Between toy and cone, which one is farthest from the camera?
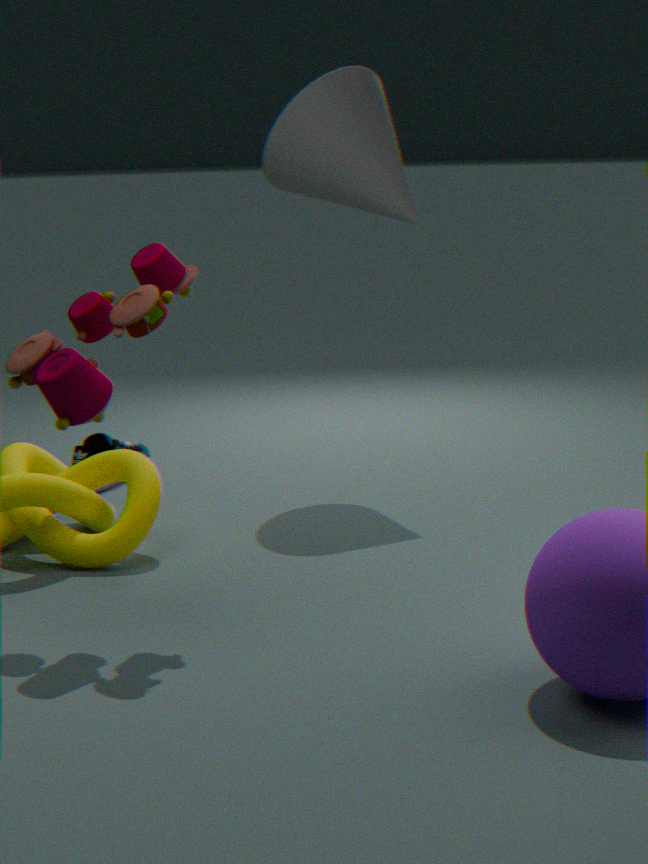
cone
